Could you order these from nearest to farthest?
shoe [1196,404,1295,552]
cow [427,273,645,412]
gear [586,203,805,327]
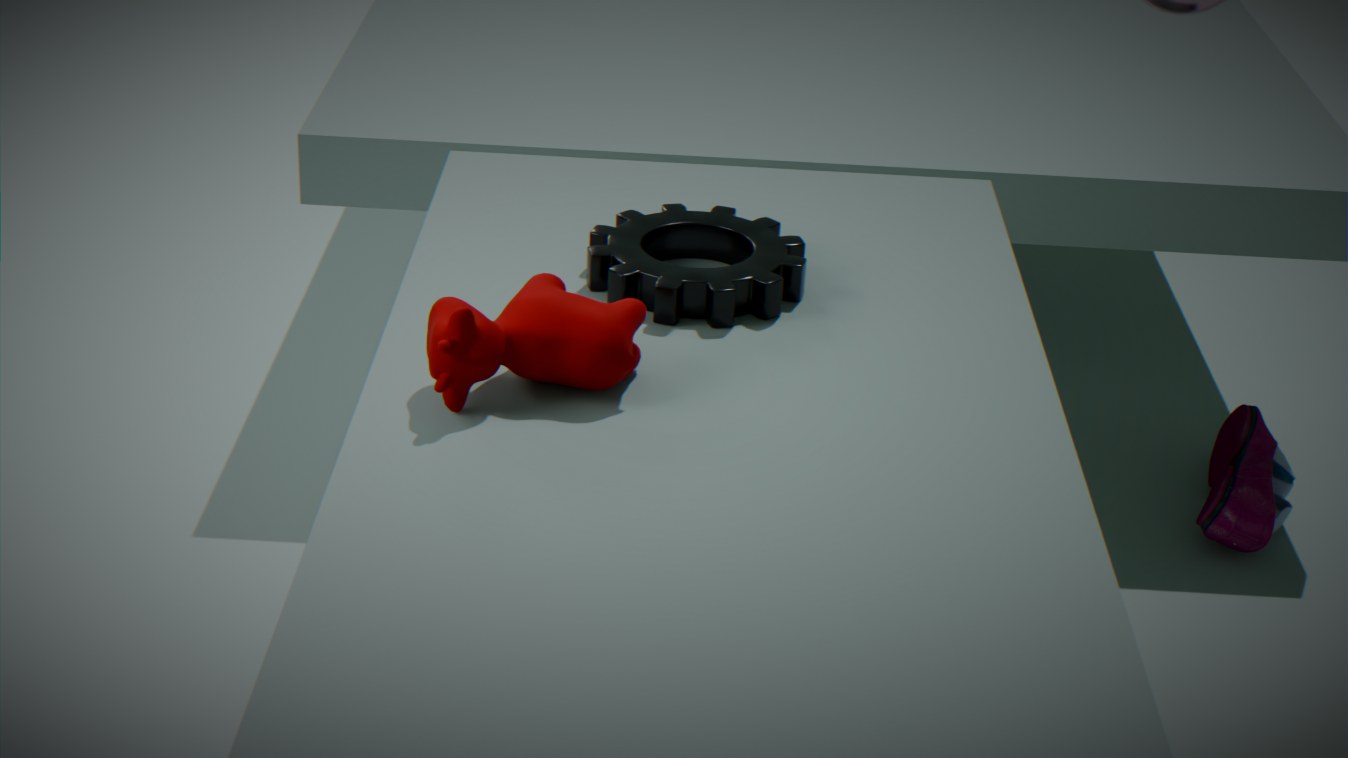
cow [427,273,645,412]
gear [586,203,805,327]
shoe [1196,404,1295,552]
